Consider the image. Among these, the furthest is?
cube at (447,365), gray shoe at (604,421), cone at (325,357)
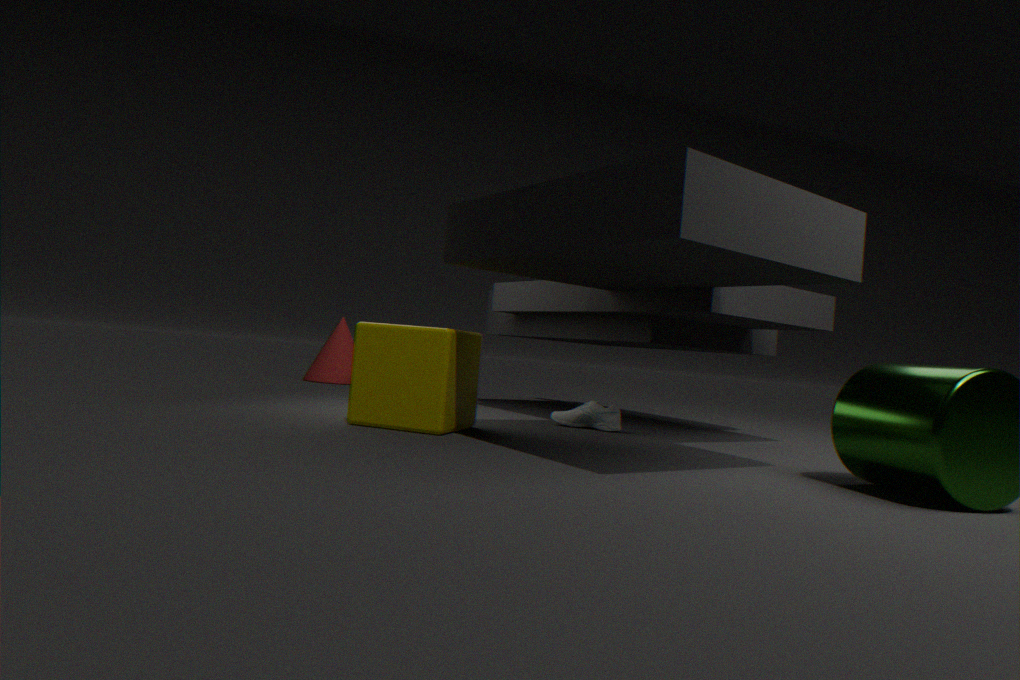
cone at (325,357)
